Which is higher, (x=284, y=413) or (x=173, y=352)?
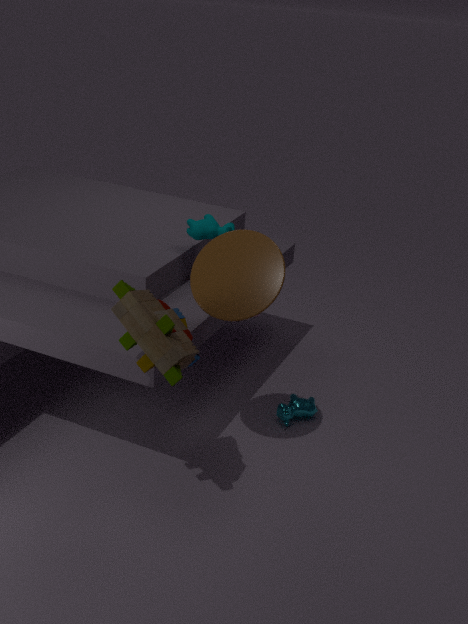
(x=173, y=352)
